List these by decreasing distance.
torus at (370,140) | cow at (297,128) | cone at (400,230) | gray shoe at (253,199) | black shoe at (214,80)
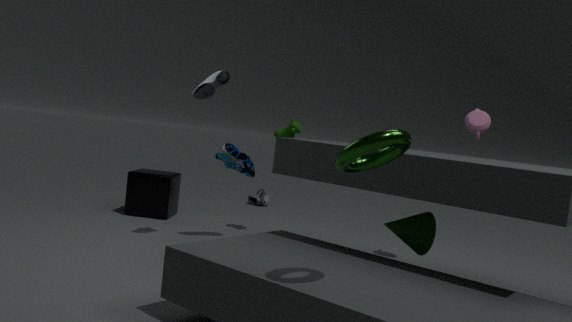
gray shoe at (253,199), cow at (297,128), black shoe at (214,80), cone at (400,230), torus at (370,140)
